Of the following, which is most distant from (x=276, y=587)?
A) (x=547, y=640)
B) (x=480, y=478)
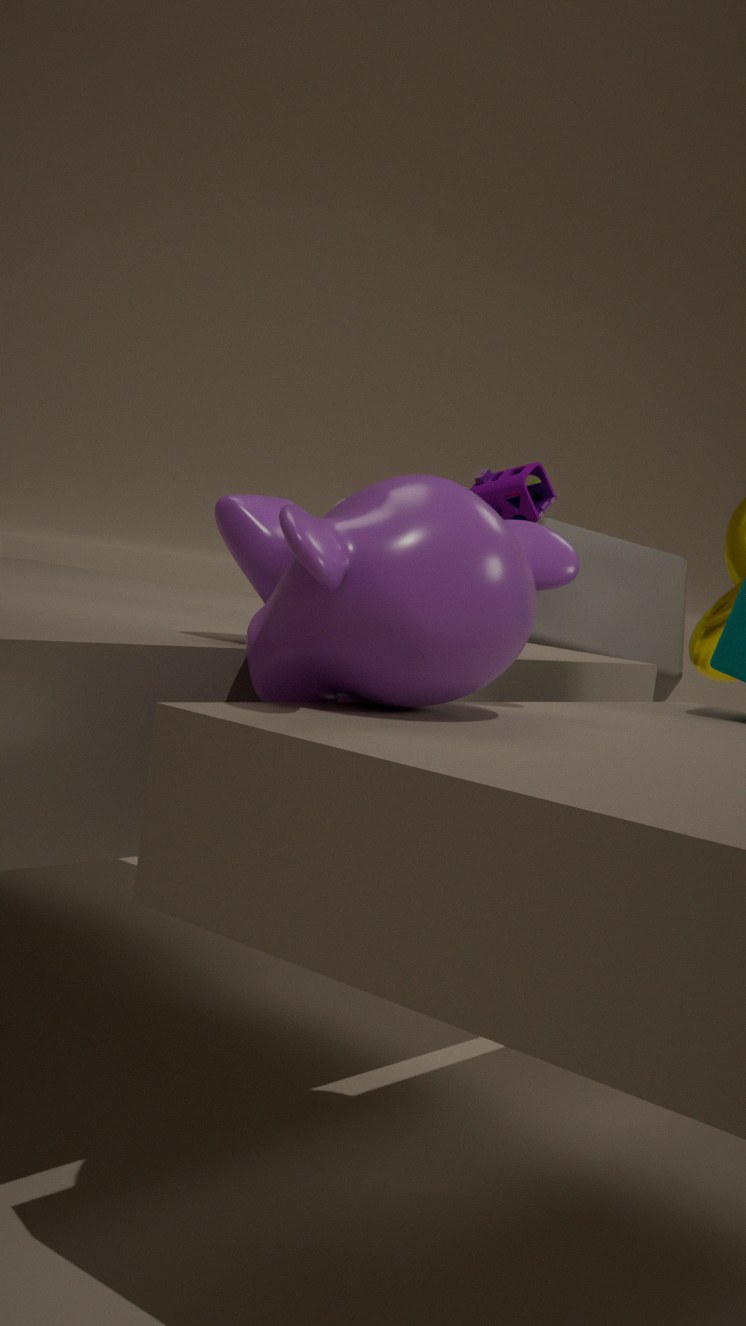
(x=547, y=640)
